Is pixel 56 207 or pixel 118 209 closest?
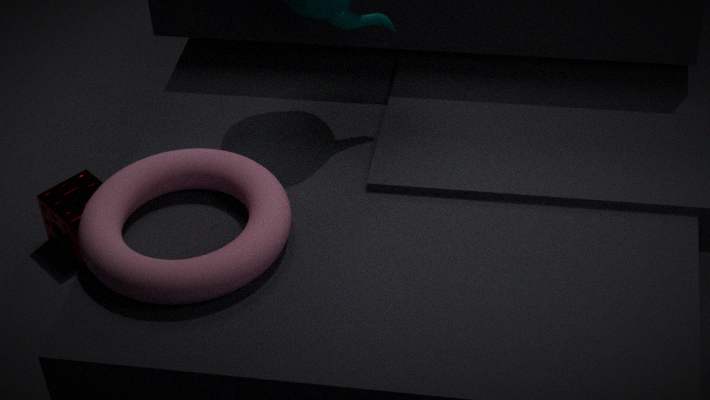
pixel 118 209
